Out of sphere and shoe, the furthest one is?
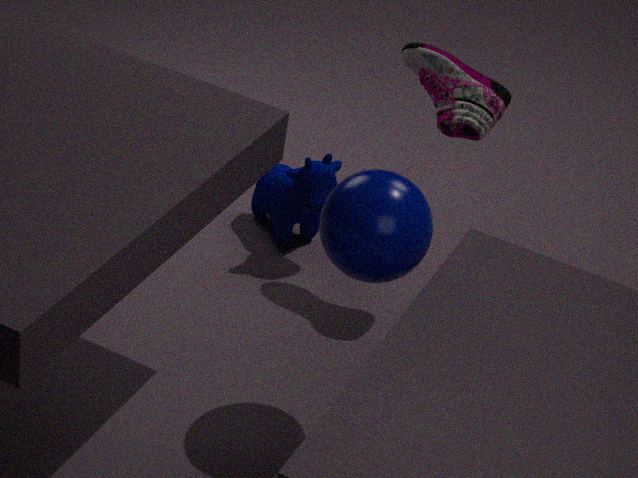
shoe
